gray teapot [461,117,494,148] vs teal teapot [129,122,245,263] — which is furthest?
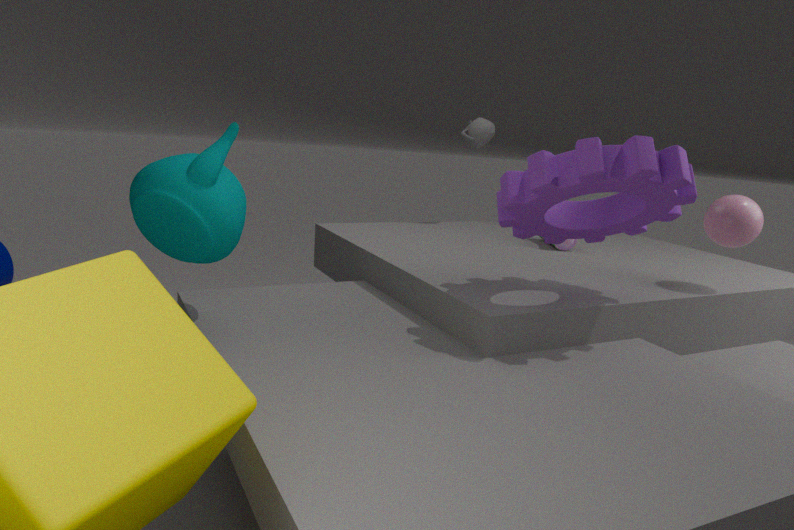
gray teapot [461,117,494,148]
